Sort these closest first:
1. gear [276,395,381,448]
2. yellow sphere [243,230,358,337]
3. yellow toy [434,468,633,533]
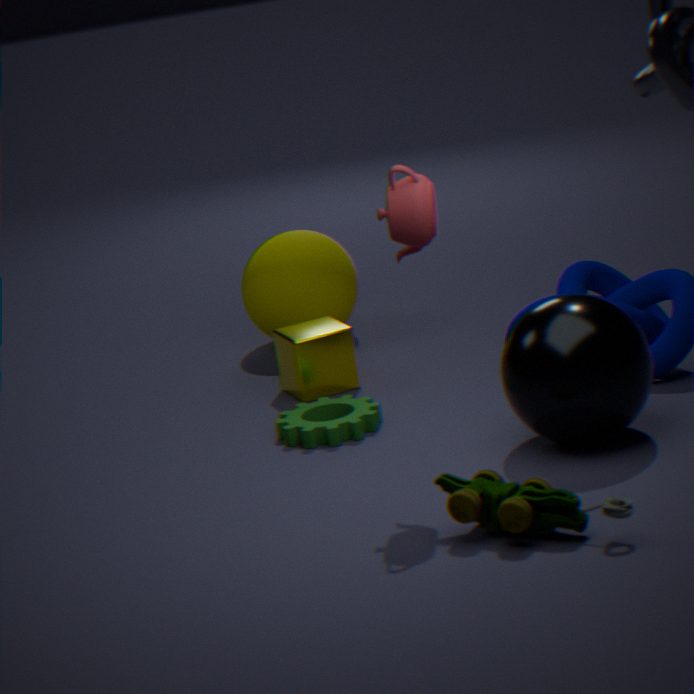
yellow toy [434,468,633,533] → gear [276,395,381,448] → yellow sphere [243,230,358,337]
